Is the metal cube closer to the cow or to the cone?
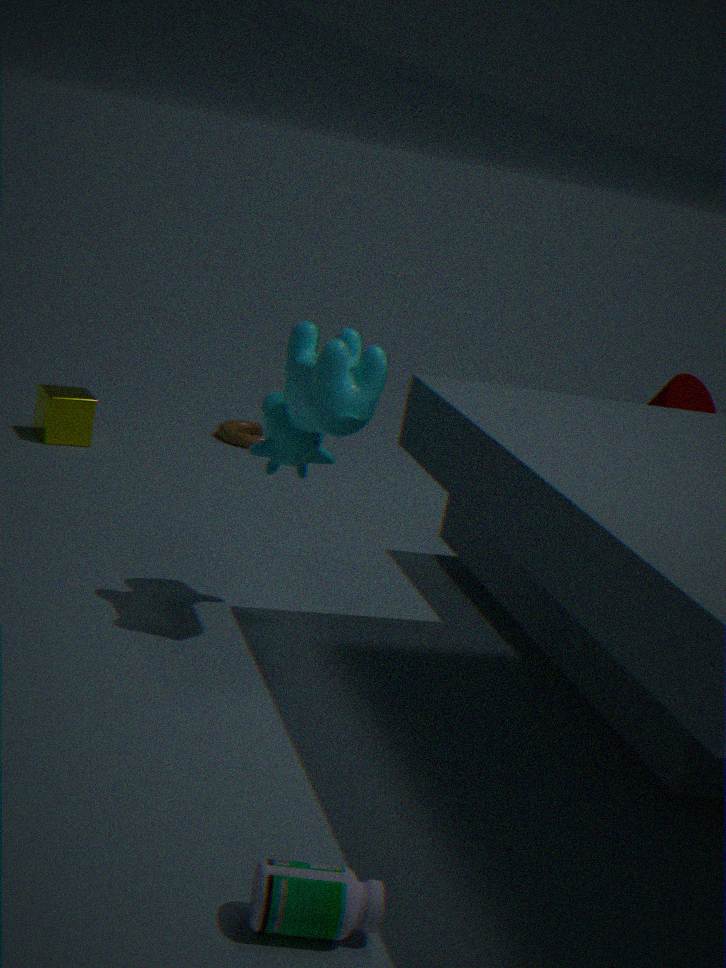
the cow
